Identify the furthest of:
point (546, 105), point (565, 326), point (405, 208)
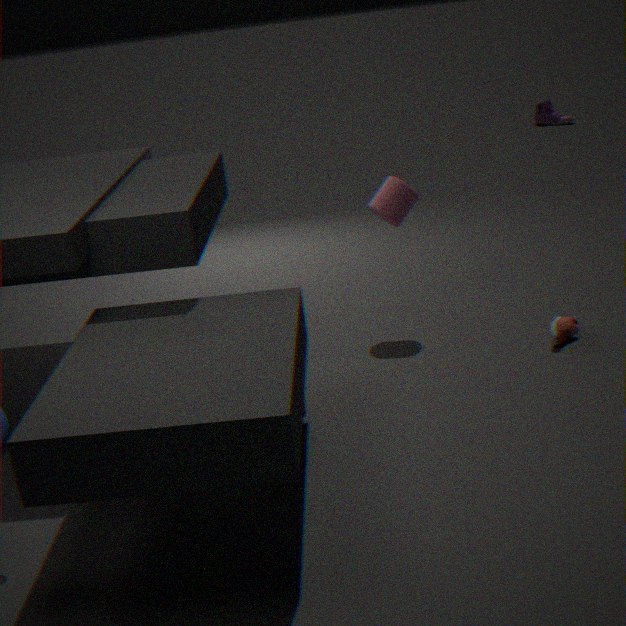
point (546, 105)
